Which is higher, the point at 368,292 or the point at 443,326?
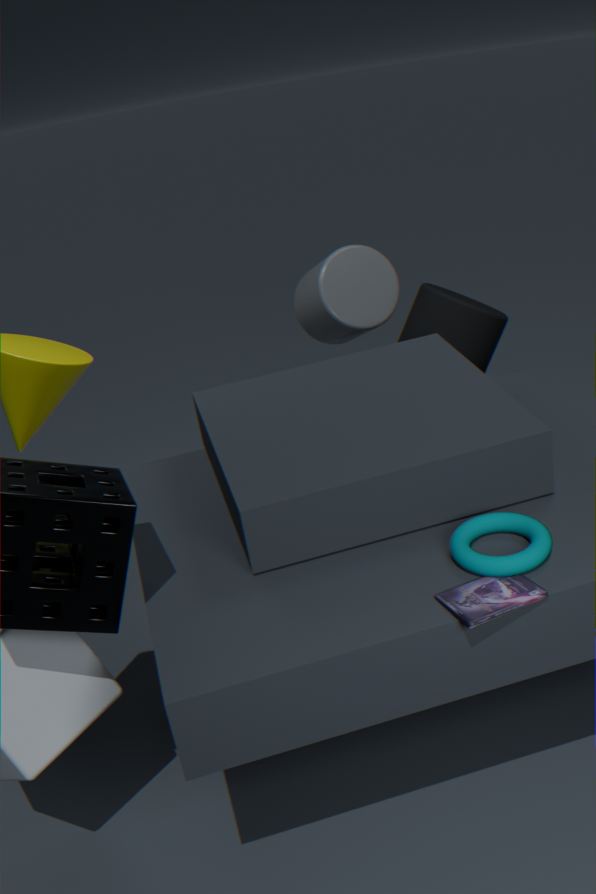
the point at 368,292
